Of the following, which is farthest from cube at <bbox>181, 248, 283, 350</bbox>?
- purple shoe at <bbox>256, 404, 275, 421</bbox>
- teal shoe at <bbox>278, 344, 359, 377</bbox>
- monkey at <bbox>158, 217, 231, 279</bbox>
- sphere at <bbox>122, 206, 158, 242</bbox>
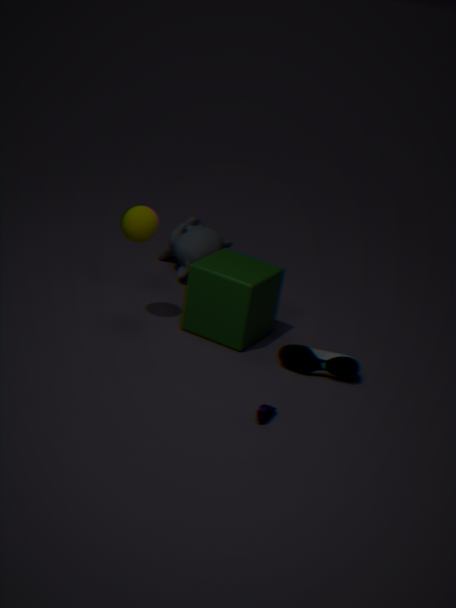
purple shoe at <bbox>256, 404, 275, 421</bbox>
